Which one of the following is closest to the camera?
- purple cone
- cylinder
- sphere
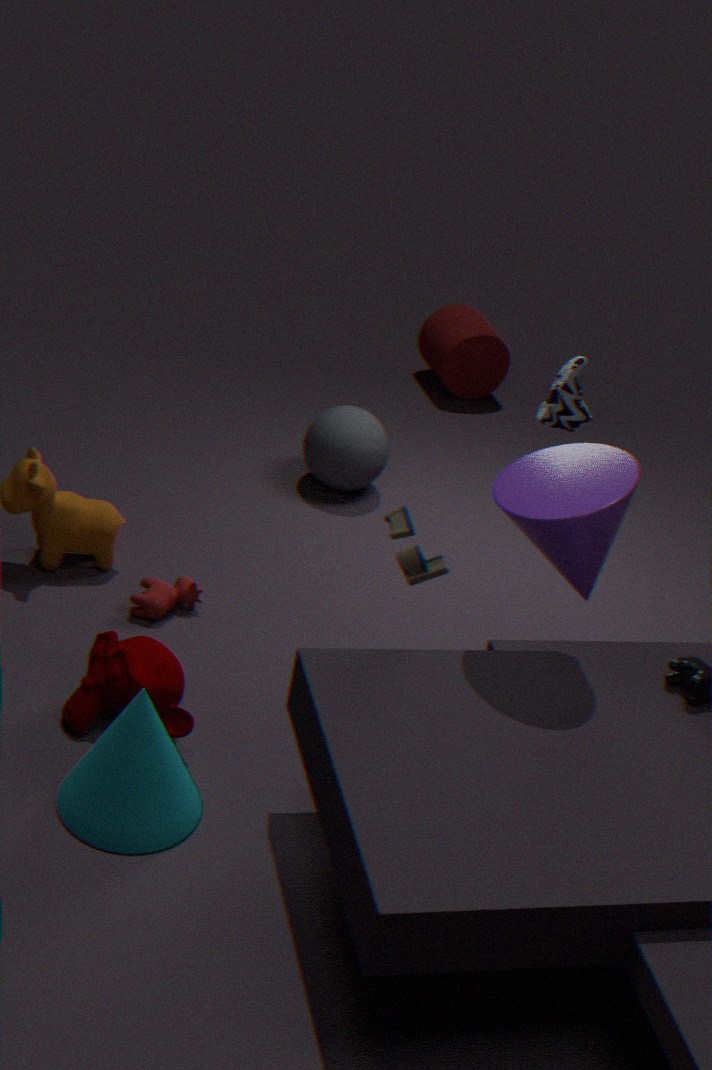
purple cone
